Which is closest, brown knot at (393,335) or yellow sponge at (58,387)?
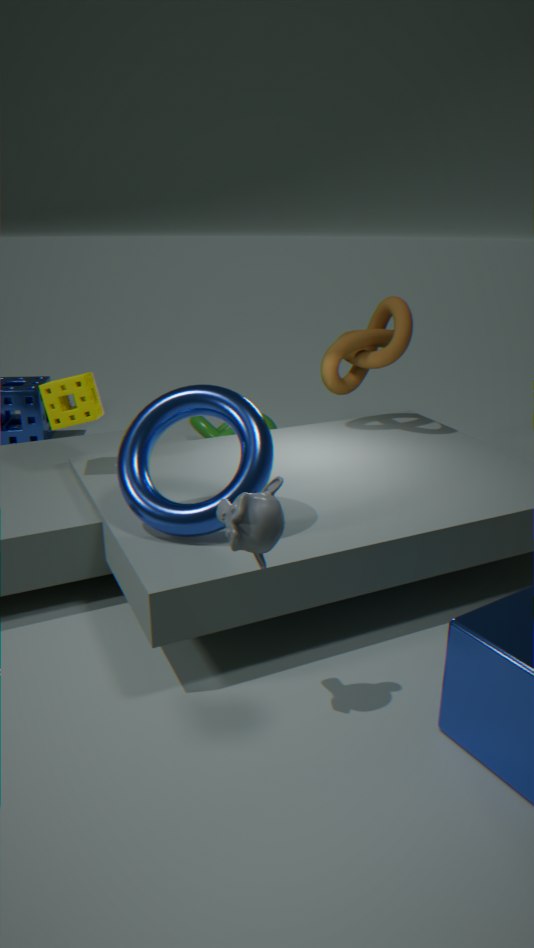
yellow sponge at (58,387)
